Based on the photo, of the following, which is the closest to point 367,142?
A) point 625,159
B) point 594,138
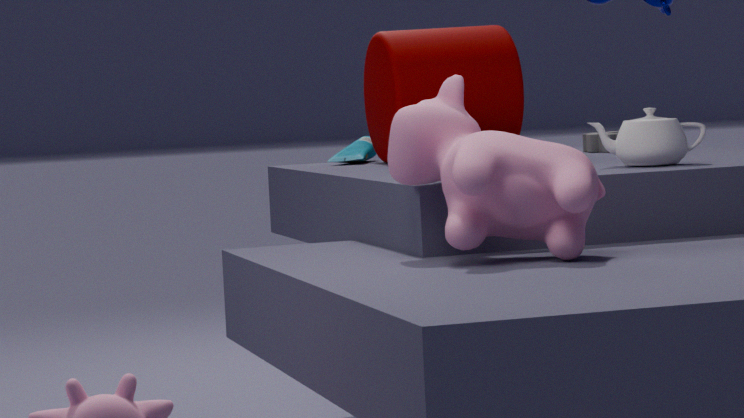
point 594,138
